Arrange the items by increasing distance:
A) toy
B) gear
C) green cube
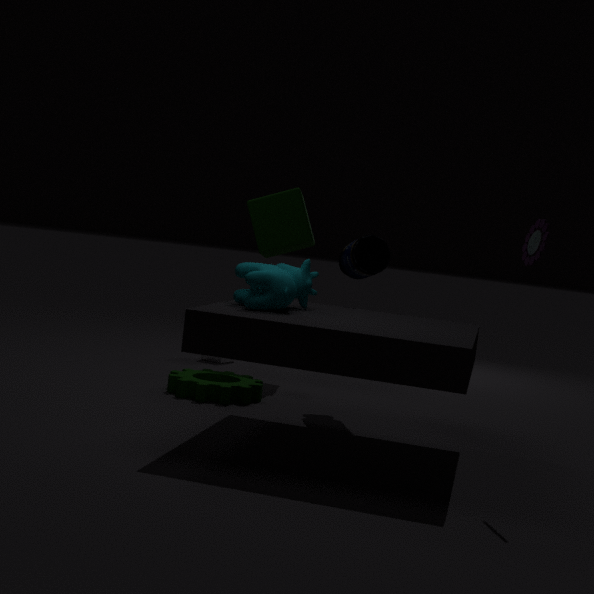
1. toy
2. gear
3. green cube
